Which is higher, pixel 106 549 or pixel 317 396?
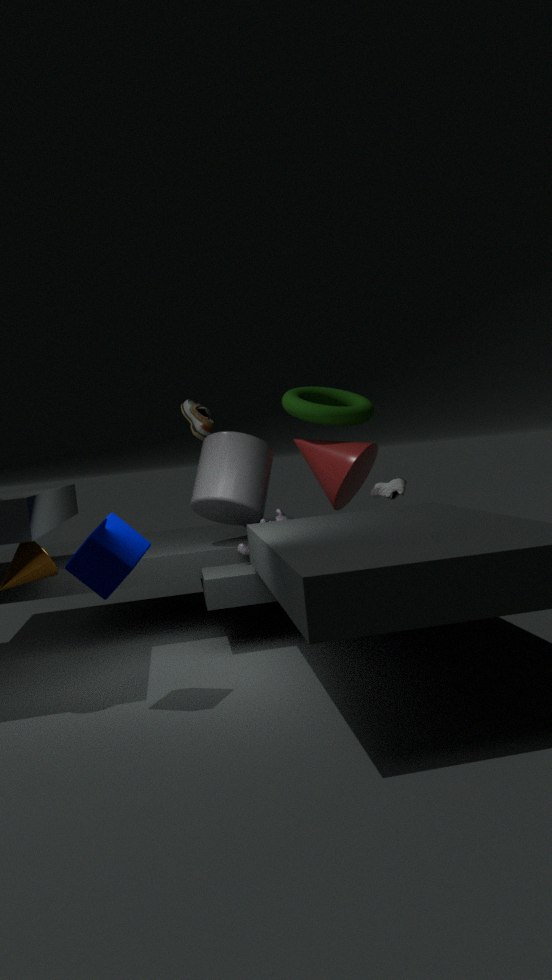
pixel 317 396
